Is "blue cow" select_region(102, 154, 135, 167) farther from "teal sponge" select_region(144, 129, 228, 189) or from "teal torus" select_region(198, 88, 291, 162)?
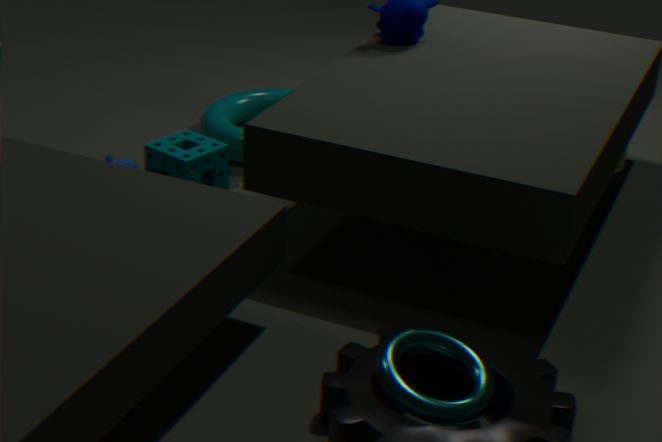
"teal torus" select_region(198, 88, 291, 162)
